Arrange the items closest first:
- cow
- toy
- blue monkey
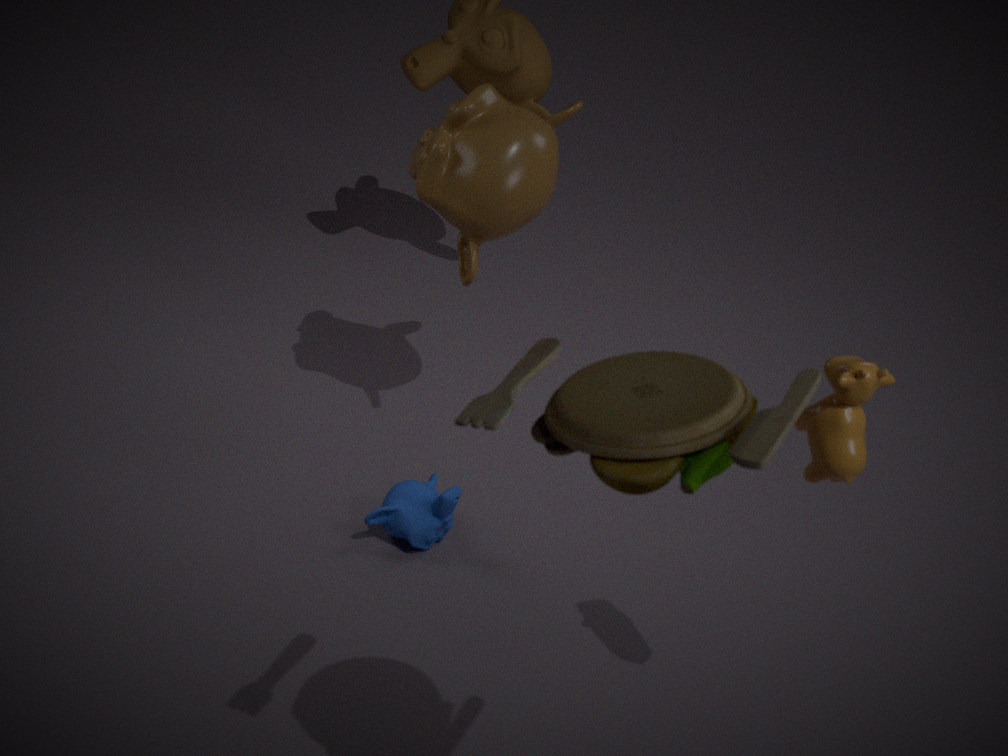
toy
cow
blue monkey
